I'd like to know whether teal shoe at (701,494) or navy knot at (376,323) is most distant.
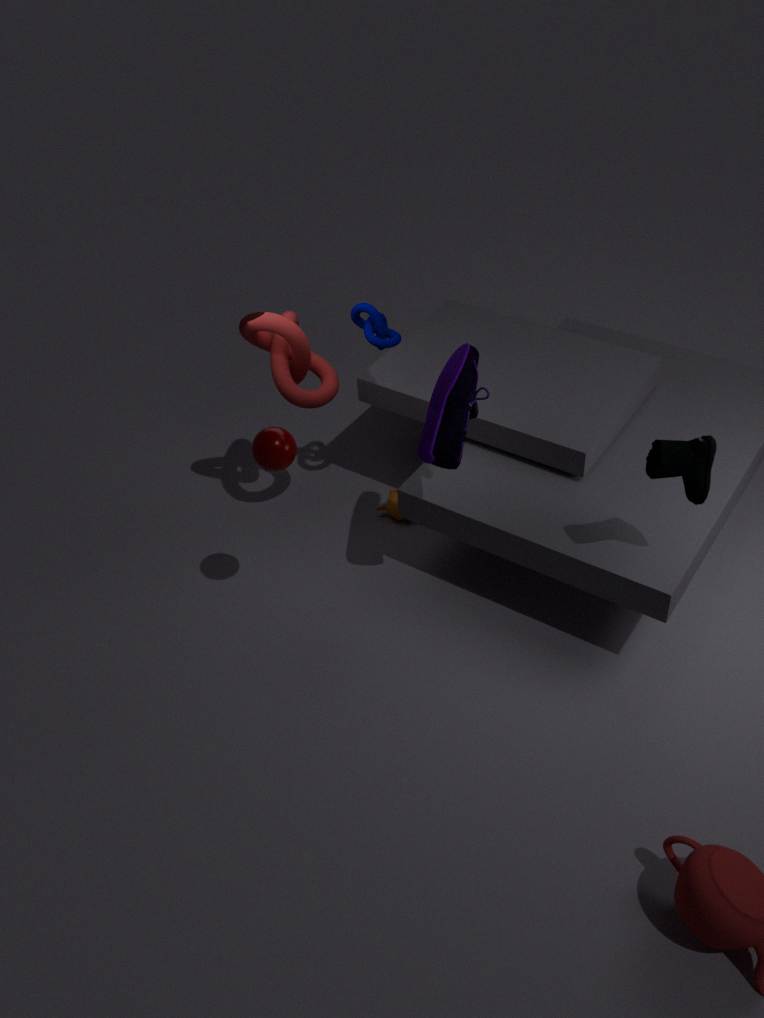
navy knot at (376,323)
